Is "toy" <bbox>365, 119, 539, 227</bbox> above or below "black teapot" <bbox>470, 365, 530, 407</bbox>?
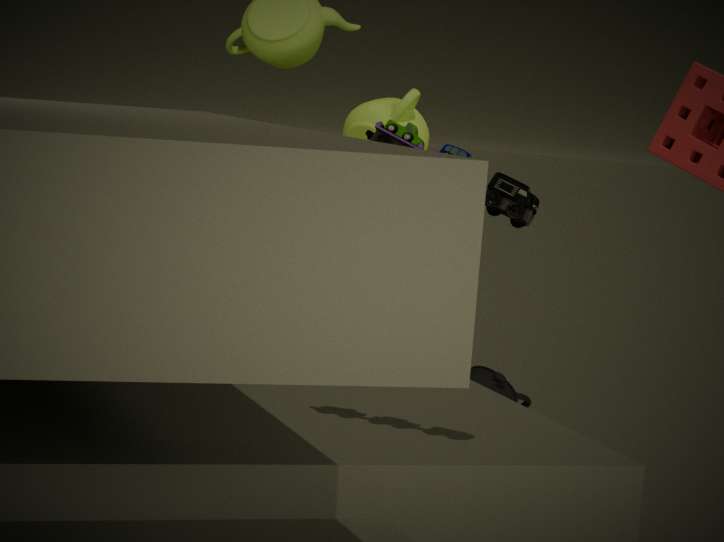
above
